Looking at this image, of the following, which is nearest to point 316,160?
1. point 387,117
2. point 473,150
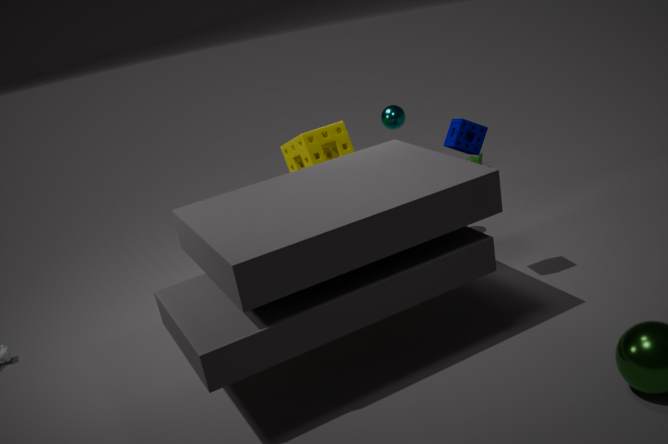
point 387,117
